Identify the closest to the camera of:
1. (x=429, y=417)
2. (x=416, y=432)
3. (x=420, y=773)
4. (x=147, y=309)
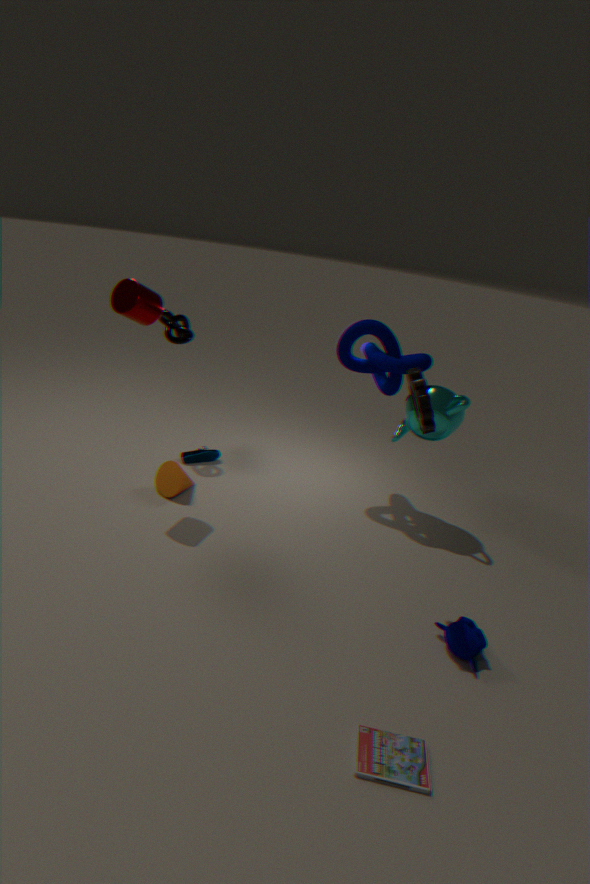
(x=420, y=773)
